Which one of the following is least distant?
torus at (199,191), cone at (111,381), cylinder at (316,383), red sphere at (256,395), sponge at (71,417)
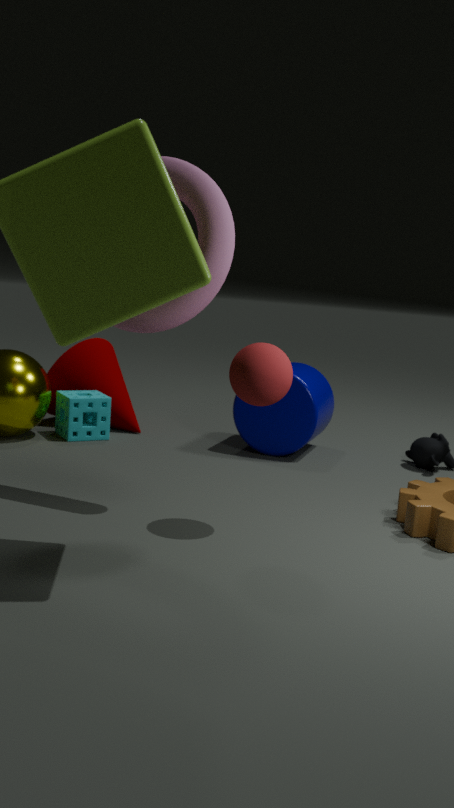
red sphere at (256,395)
